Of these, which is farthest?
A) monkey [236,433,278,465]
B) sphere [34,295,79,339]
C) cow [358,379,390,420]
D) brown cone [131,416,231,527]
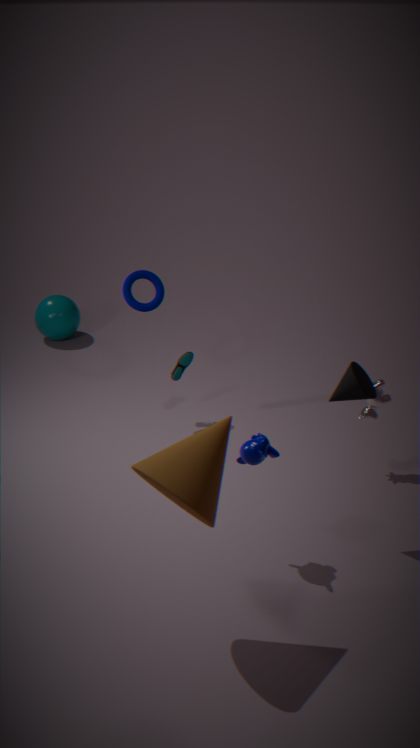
sphere [34,295,79,339]
